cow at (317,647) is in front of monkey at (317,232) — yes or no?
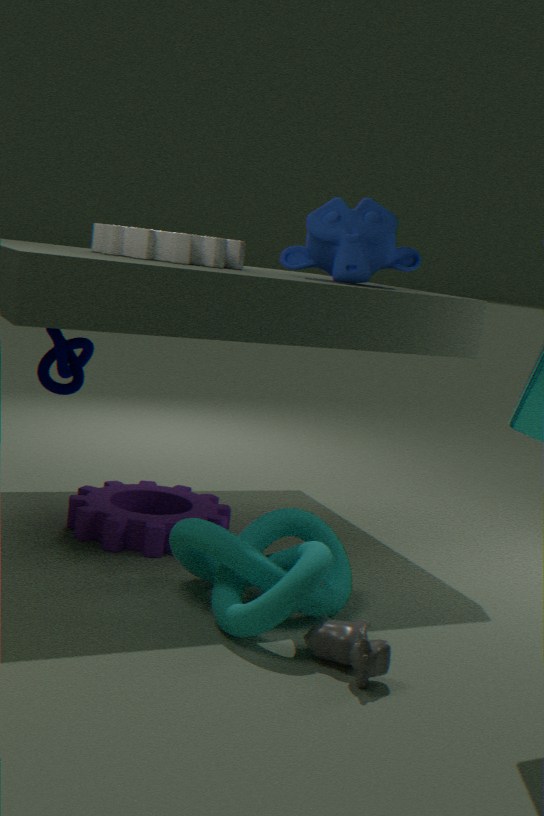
Yes
